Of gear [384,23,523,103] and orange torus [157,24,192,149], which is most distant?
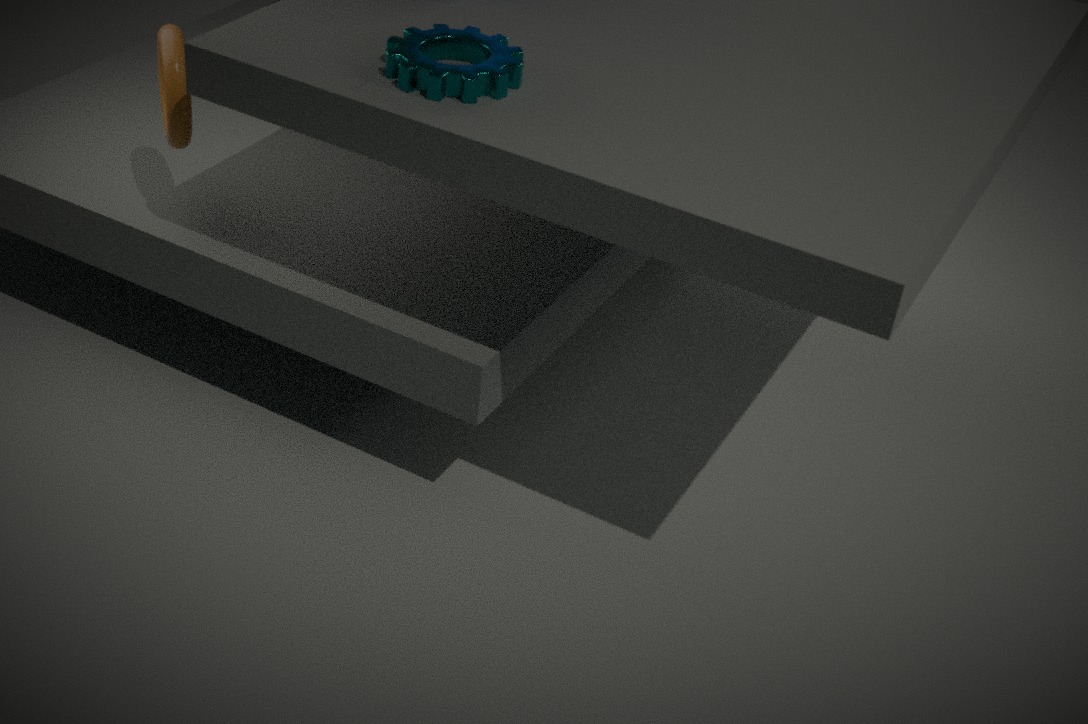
orange torus [157,24,192,149]
